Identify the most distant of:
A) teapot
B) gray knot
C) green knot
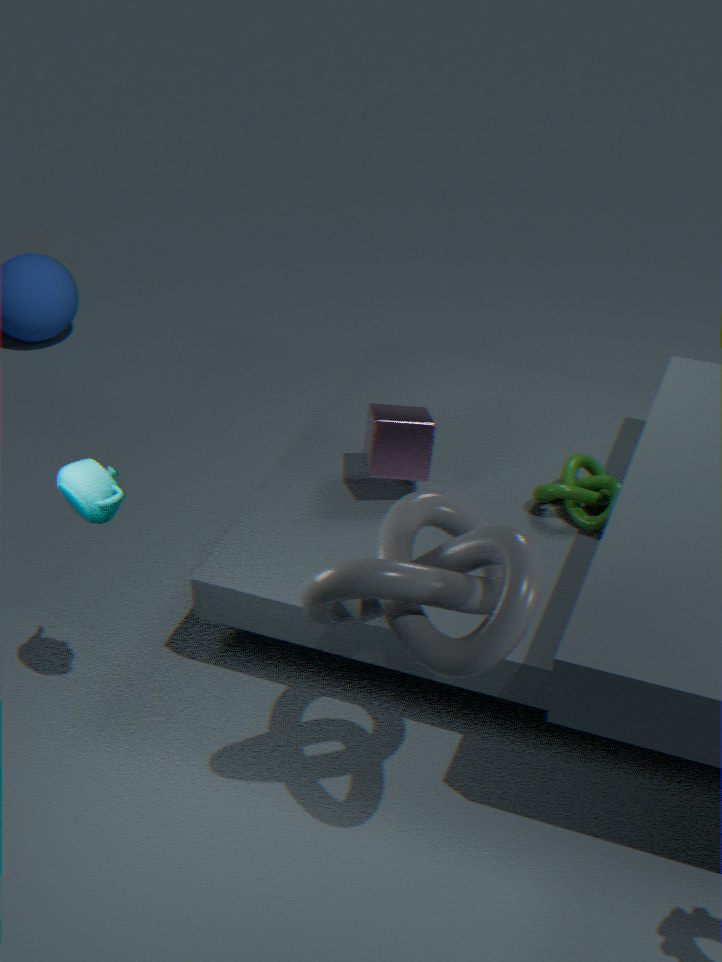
green knot
